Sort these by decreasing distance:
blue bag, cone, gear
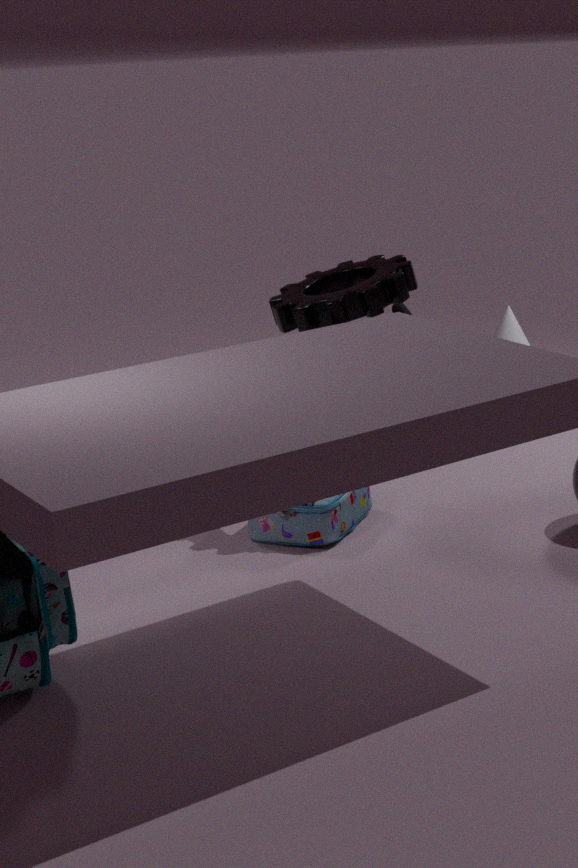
cone < blue bag < gear
